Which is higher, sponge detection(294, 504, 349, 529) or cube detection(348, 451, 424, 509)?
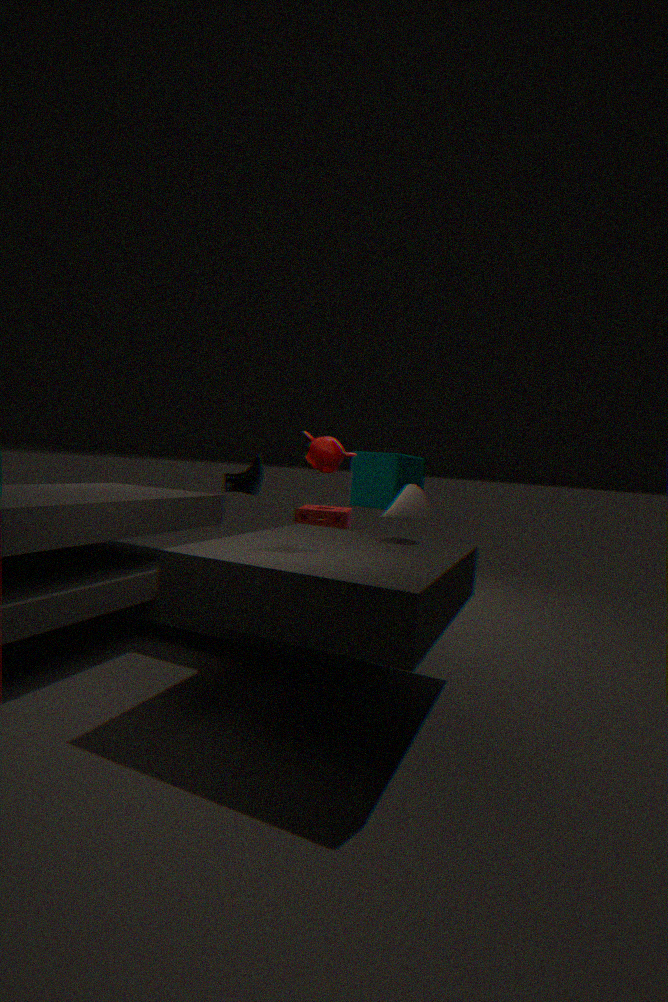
cube detection(348, 451, 424, 509)
